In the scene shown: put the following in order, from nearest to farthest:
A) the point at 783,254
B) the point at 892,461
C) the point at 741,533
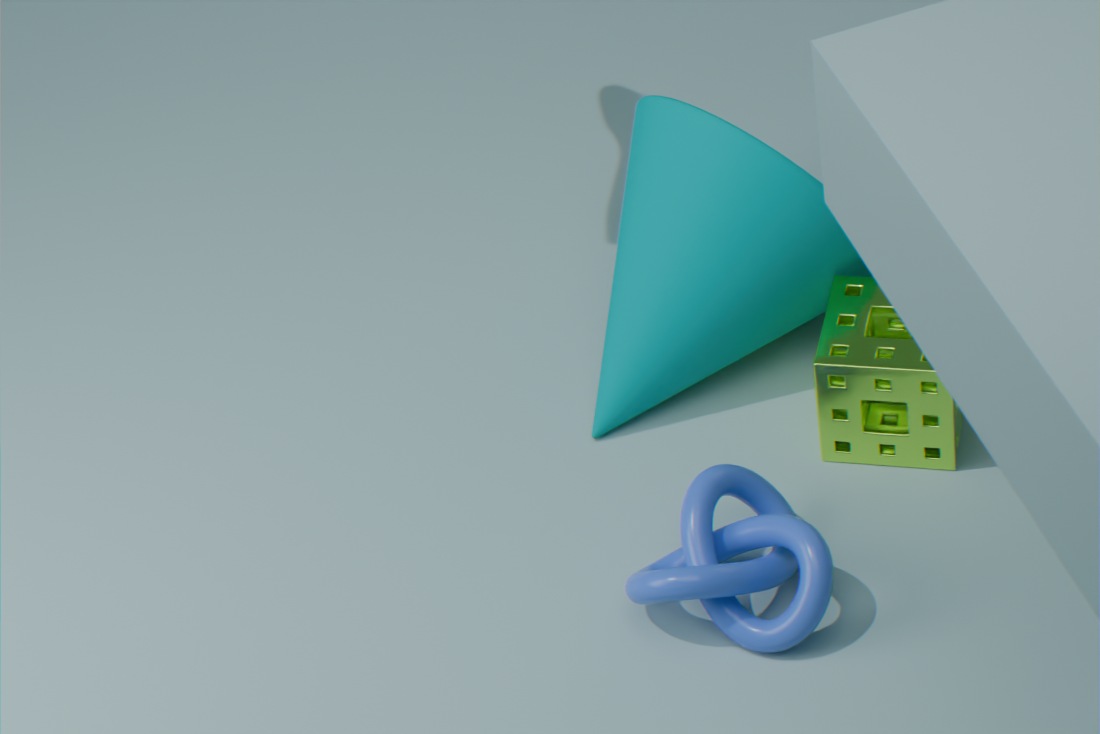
the point at 741,533
the point at 892,461
the point at 783,254
